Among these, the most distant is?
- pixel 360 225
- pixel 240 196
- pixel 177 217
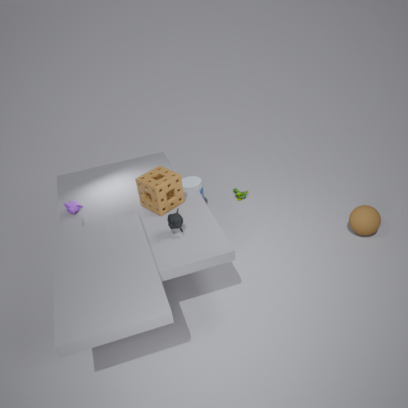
pixel 240 196
